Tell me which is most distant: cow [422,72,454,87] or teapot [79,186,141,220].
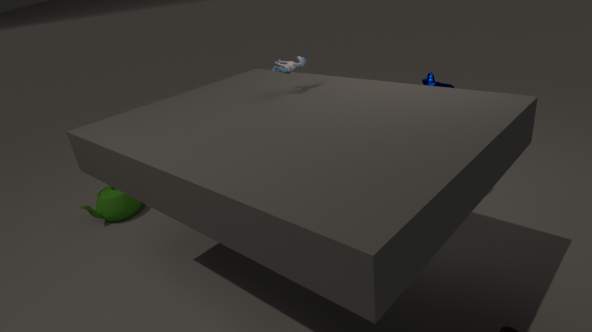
teapot [79,186,141,220]
